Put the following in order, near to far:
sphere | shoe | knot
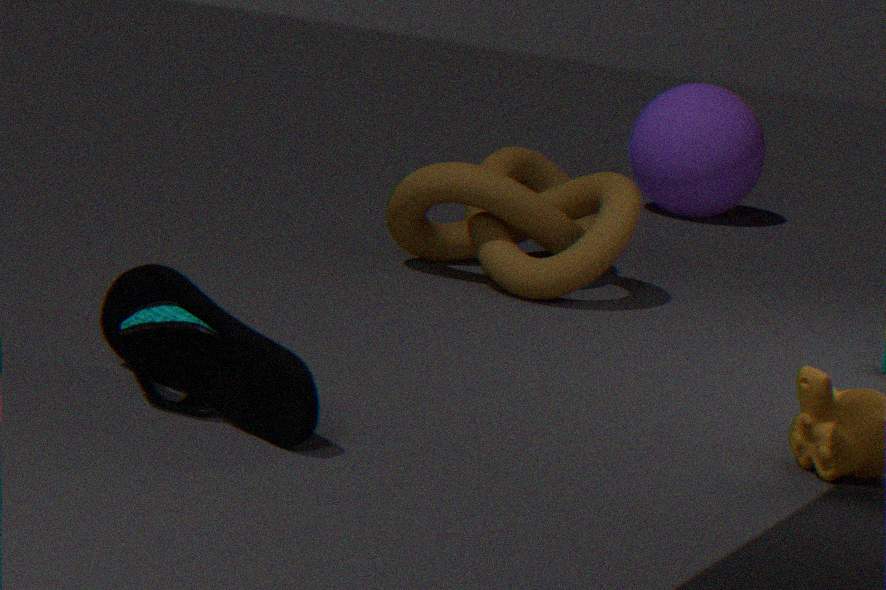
shoe, knot, sphere
